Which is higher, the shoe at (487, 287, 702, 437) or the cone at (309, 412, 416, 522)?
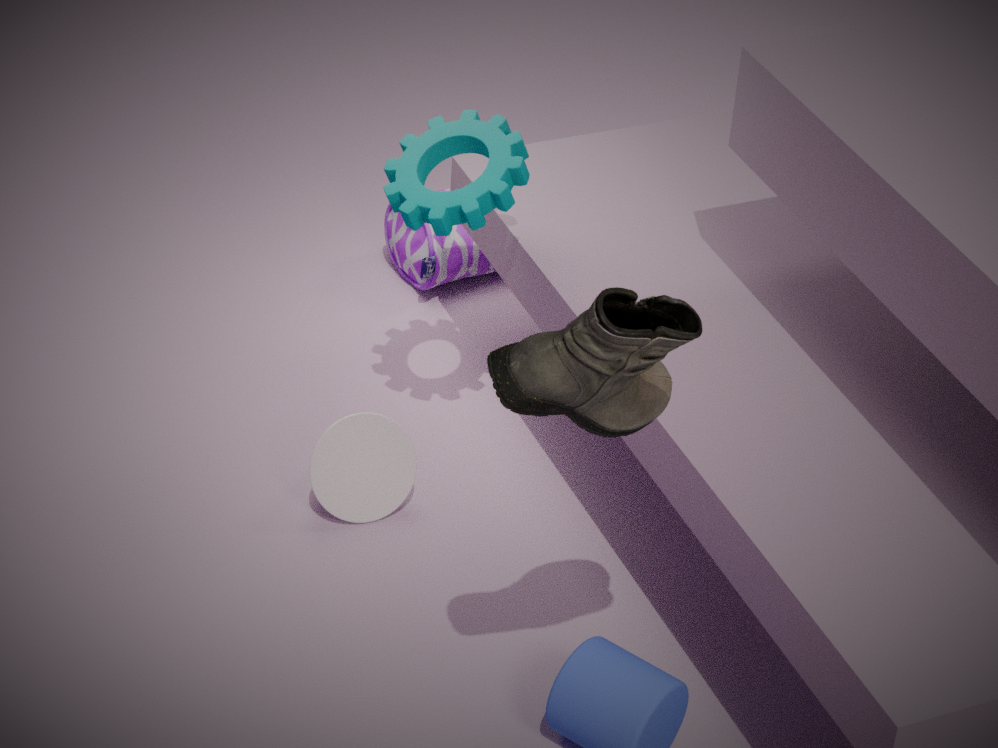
the shoe at (487, 287, 702, 437)
